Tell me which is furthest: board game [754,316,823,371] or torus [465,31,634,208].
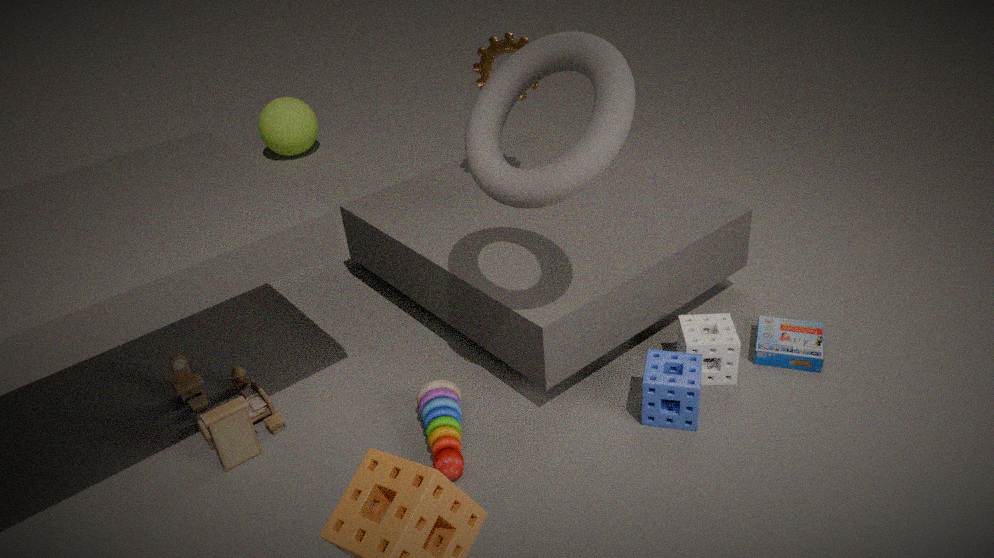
board game [754,316,823,371]
